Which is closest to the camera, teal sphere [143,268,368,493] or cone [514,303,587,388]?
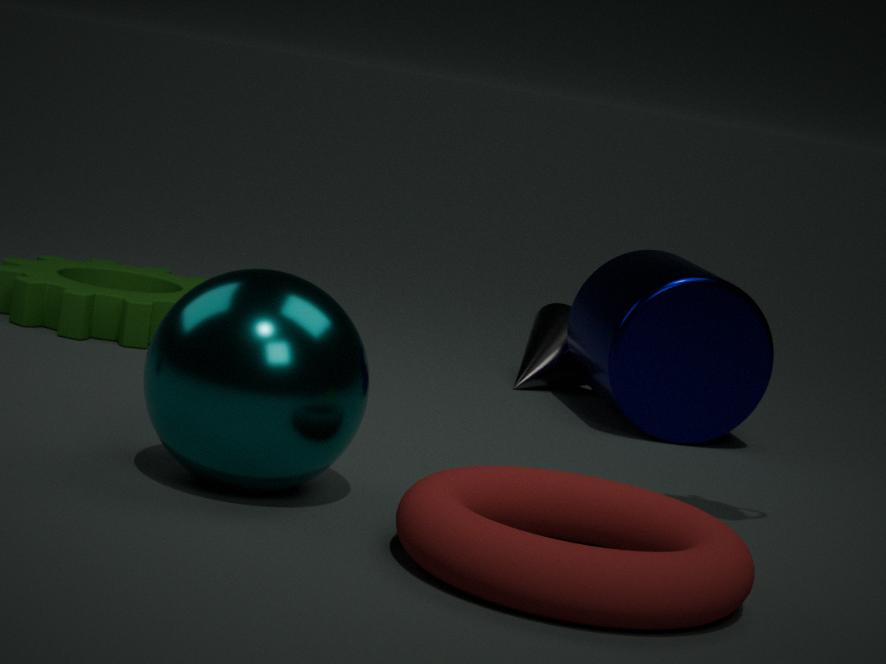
teal sphere [143,268,368,493]
